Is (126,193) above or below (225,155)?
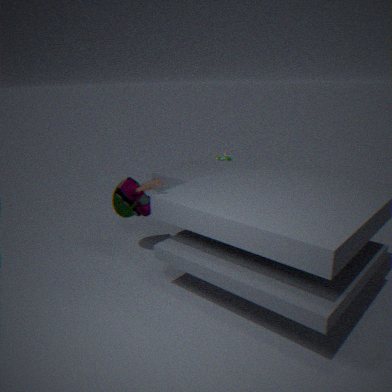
below
